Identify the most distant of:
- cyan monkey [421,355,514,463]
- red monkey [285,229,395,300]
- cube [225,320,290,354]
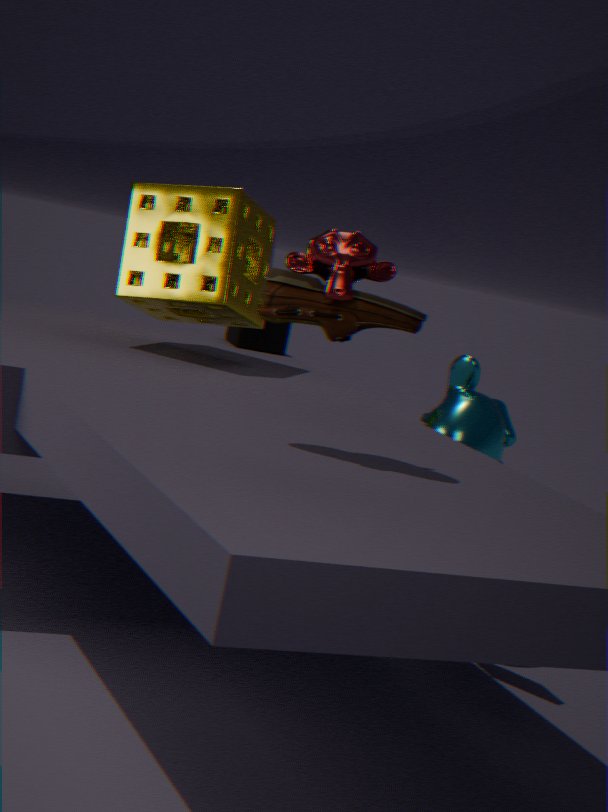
cube [225,320,290,354]
